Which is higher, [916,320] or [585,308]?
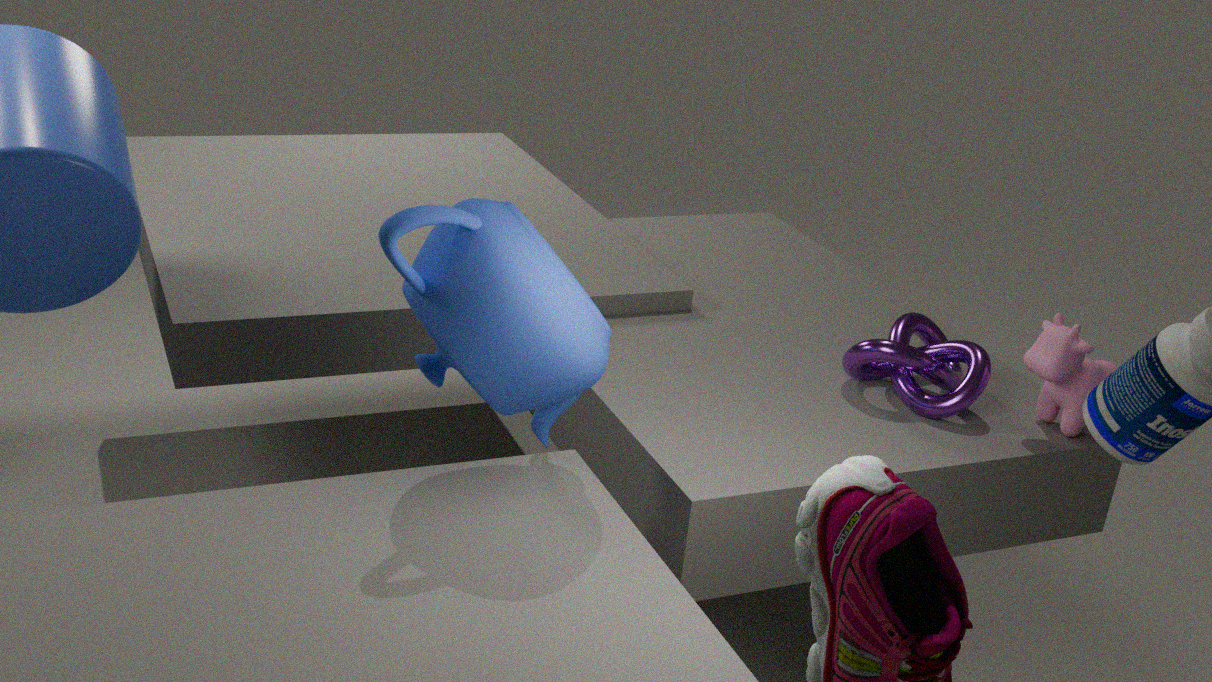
[585,308]
